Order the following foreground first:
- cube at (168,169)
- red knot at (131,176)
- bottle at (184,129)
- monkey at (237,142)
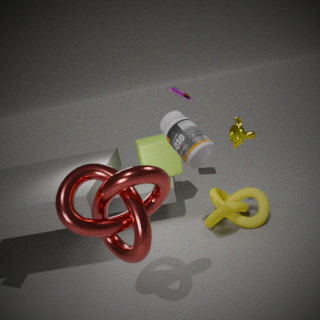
red knot at (131,176) < bottle at (184,129) < monkey at (237,142) < cube at (168,169)
